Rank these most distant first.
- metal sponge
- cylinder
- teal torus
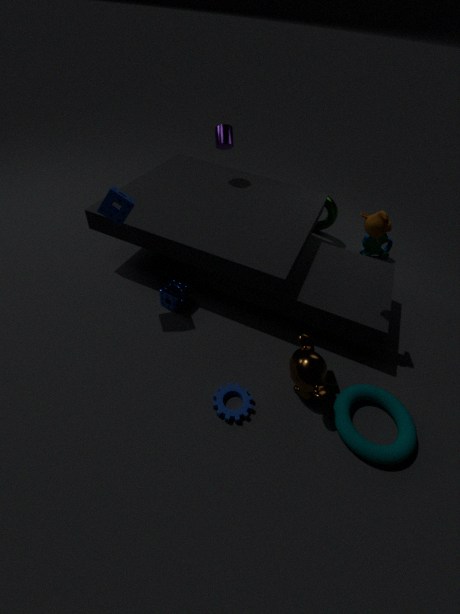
1. cylinder
2. metal sponge
3. teal torus
